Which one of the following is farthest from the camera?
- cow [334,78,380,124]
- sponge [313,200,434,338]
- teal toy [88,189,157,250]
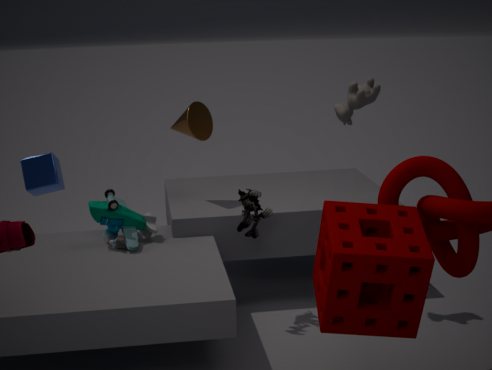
teal toy [88,189,157,250]
